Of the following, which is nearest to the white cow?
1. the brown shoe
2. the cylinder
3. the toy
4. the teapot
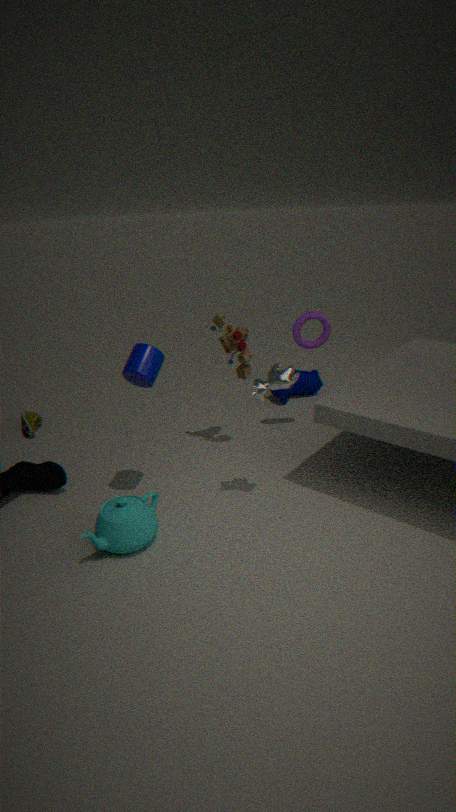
the cylinder
